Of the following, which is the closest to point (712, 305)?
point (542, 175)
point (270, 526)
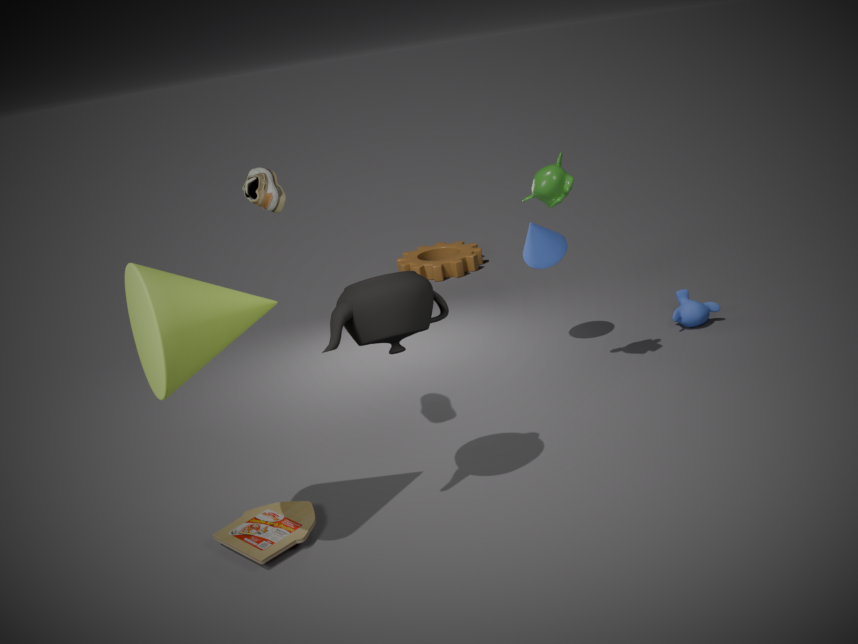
point (542, 175)
